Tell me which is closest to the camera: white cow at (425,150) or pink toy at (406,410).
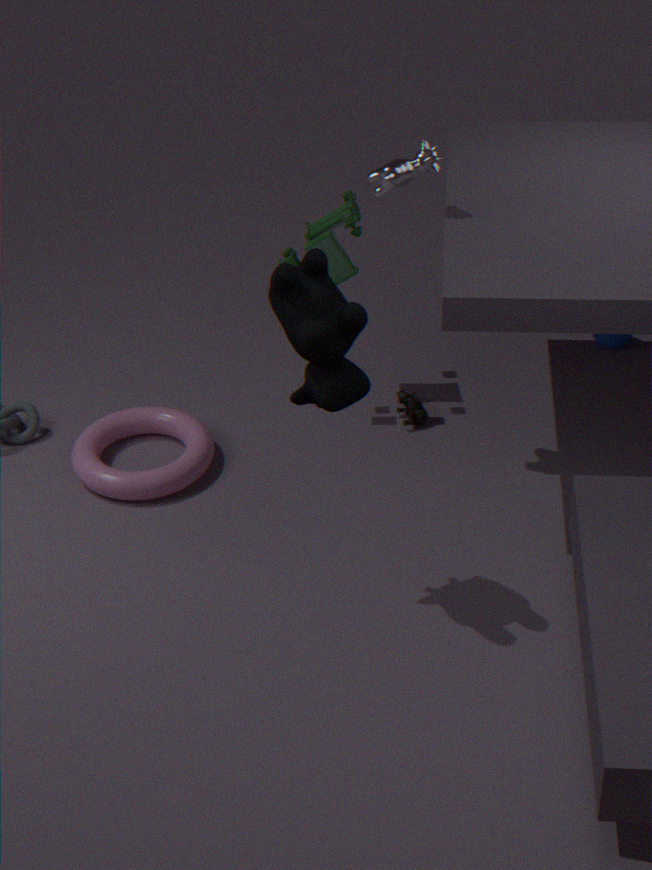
white cow at (425,150)
